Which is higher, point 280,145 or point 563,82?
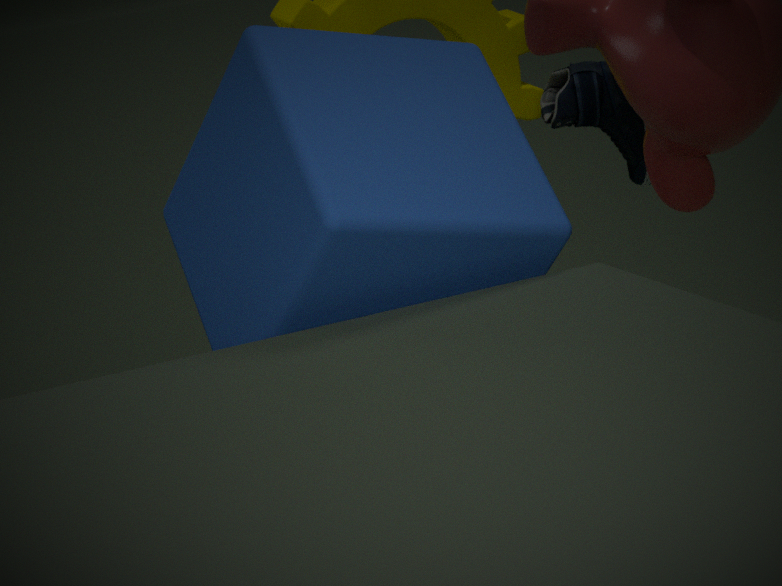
point 280,145
